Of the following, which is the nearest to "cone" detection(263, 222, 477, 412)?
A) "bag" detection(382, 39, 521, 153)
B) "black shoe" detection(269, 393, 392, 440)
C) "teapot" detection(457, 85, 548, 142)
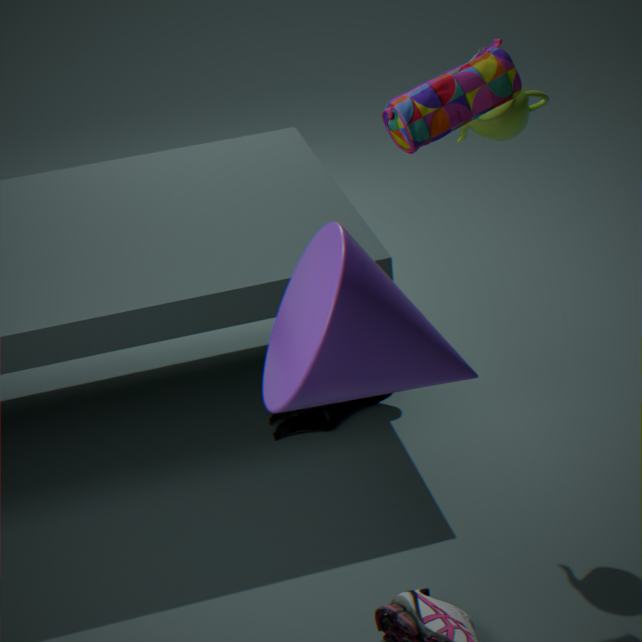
"bag" detection(382, 39, 521, 153)
